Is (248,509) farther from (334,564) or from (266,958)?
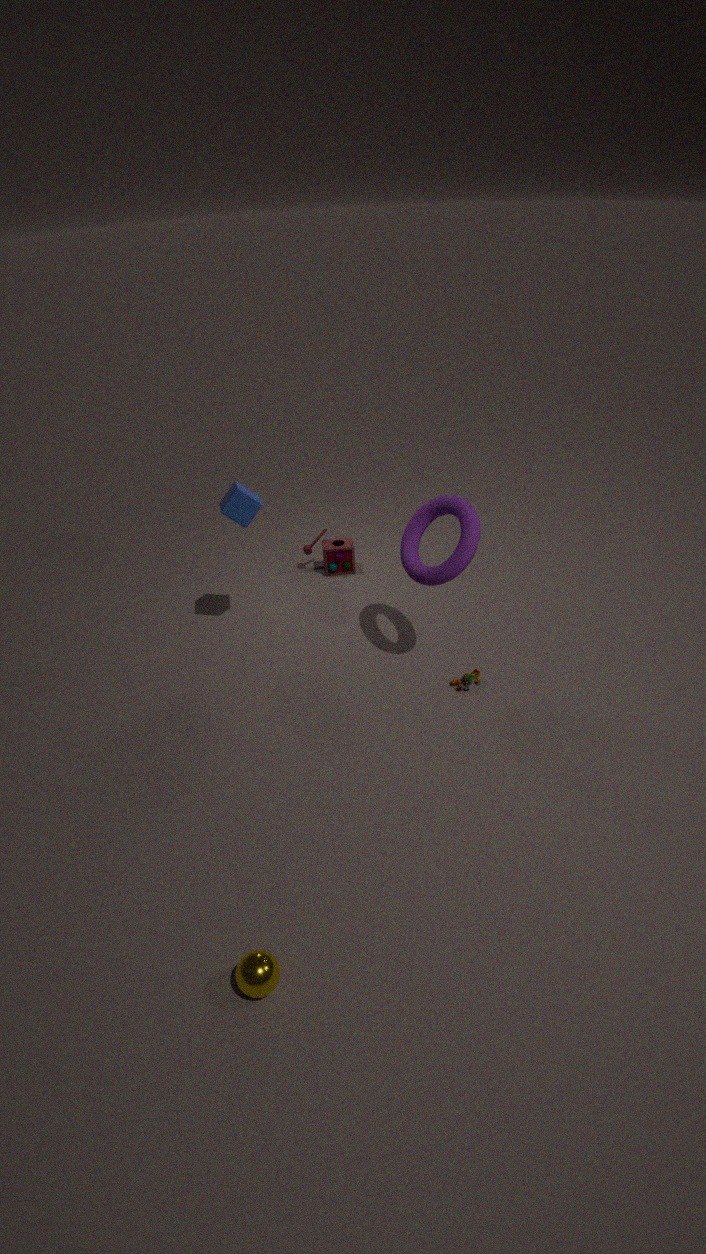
(266,958)
